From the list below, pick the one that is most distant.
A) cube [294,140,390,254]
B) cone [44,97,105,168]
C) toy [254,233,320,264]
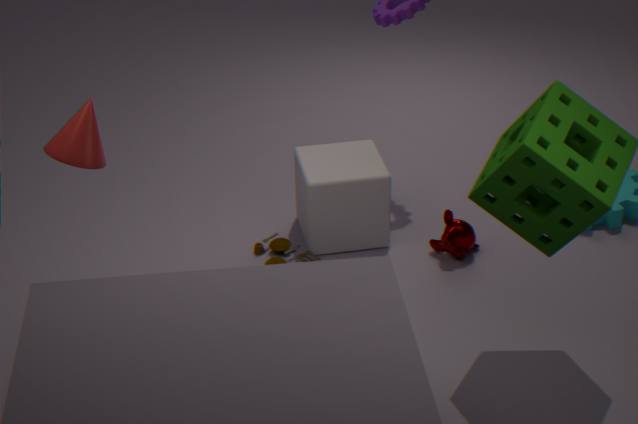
toy [254,233,320,264]
